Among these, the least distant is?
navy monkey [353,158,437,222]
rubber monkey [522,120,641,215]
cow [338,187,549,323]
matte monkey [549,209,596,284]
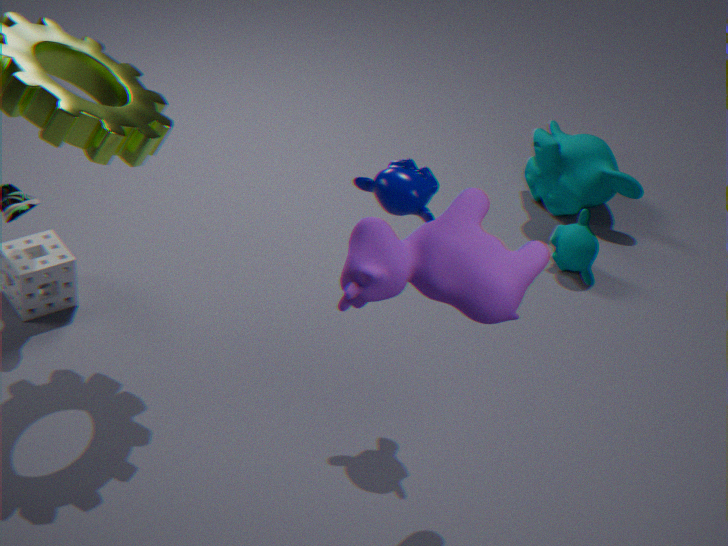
cow [338,187,549,323]
